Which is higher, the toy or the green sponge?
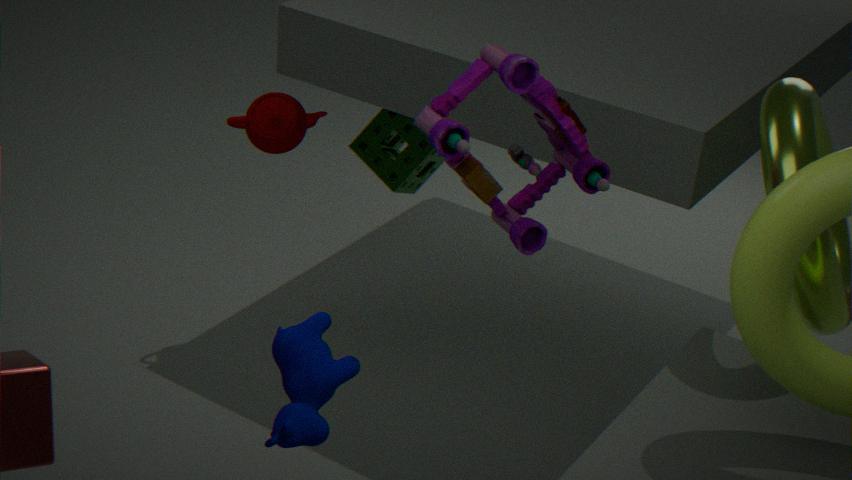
the toy
